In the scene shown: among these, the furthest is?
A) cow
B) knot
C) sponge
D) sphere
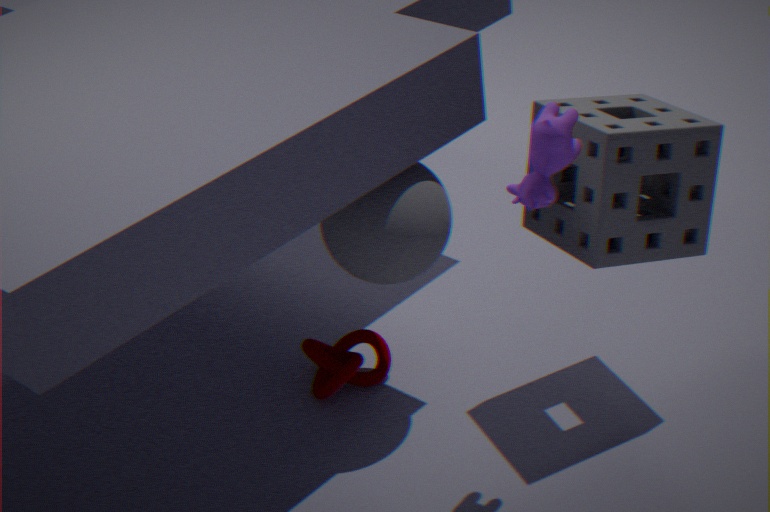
knot
